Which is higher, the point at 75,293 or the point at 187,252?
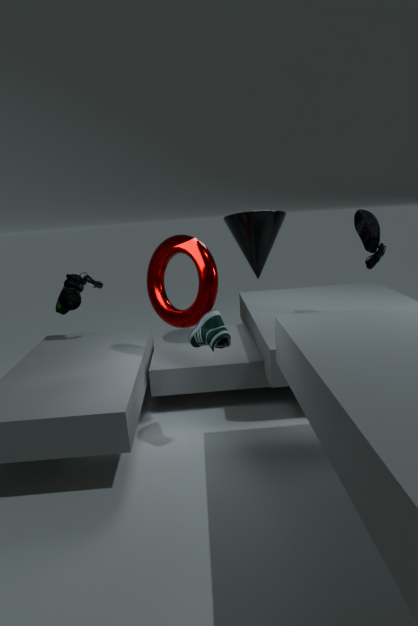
the point at 187,252
